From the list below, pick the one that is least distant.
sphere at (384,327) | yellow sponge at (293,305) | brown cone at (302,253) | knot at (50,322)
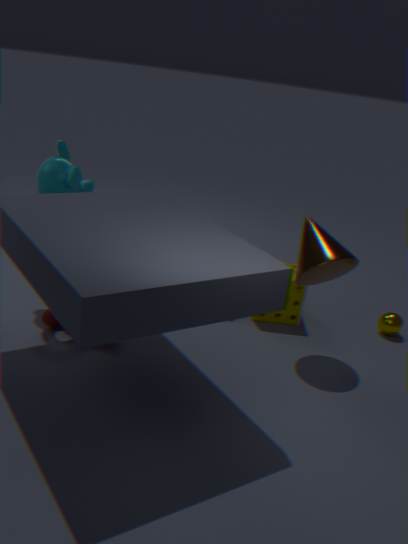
brown cone at (302,253)
